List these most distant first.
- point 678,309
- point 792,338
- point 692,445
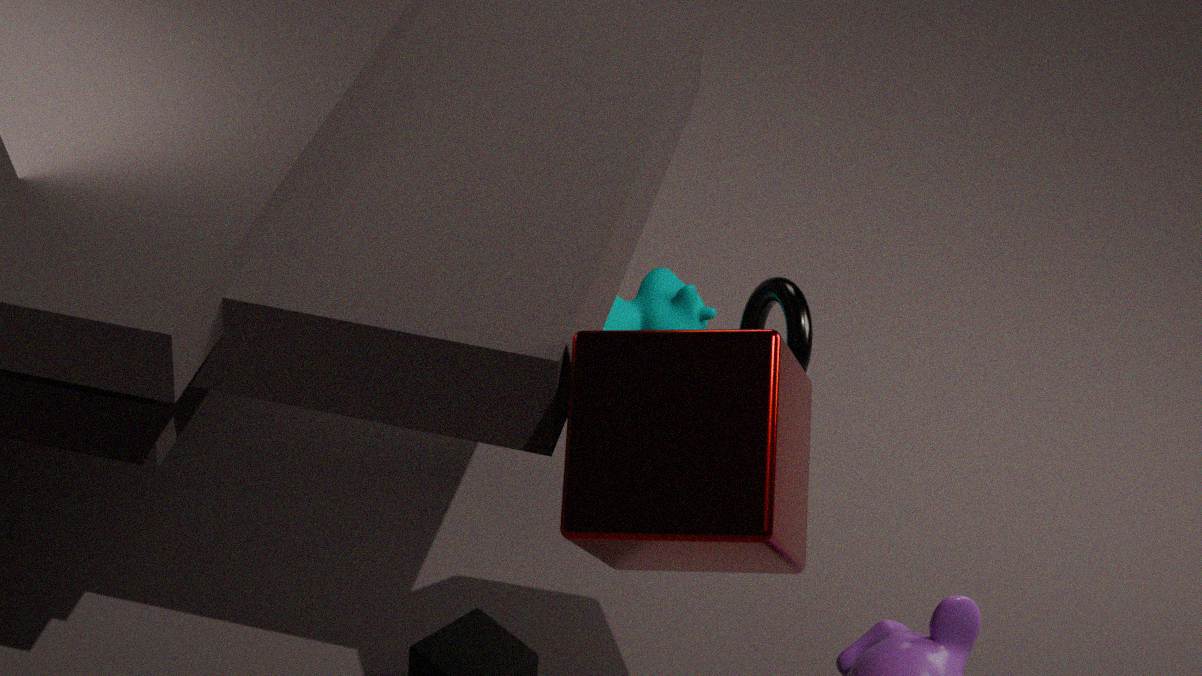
point 678,309 < point 792,338 < point 692,445
